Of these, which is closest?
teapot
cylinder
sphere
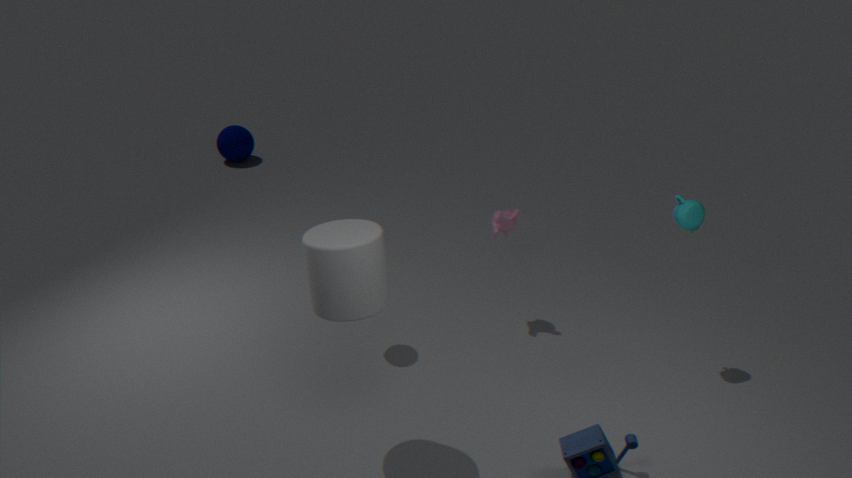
cylinder
